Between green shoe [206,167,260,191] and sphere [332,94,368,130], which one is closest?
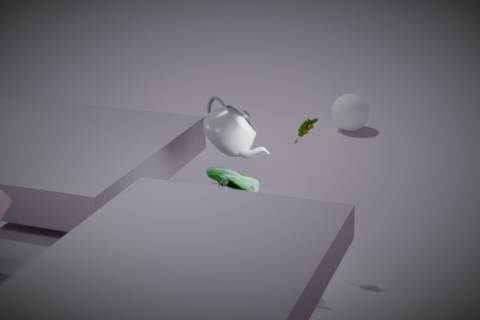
green shoe [206,167,260,191]
